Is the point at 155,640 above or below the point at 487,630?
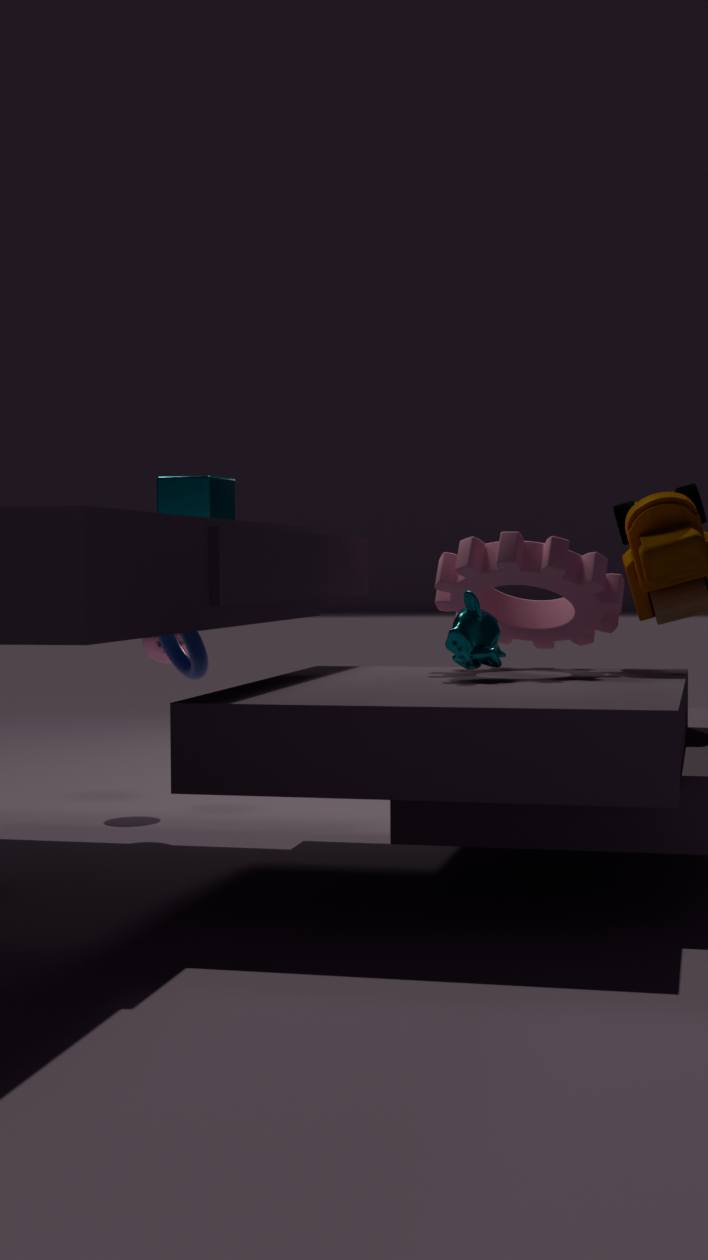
below
